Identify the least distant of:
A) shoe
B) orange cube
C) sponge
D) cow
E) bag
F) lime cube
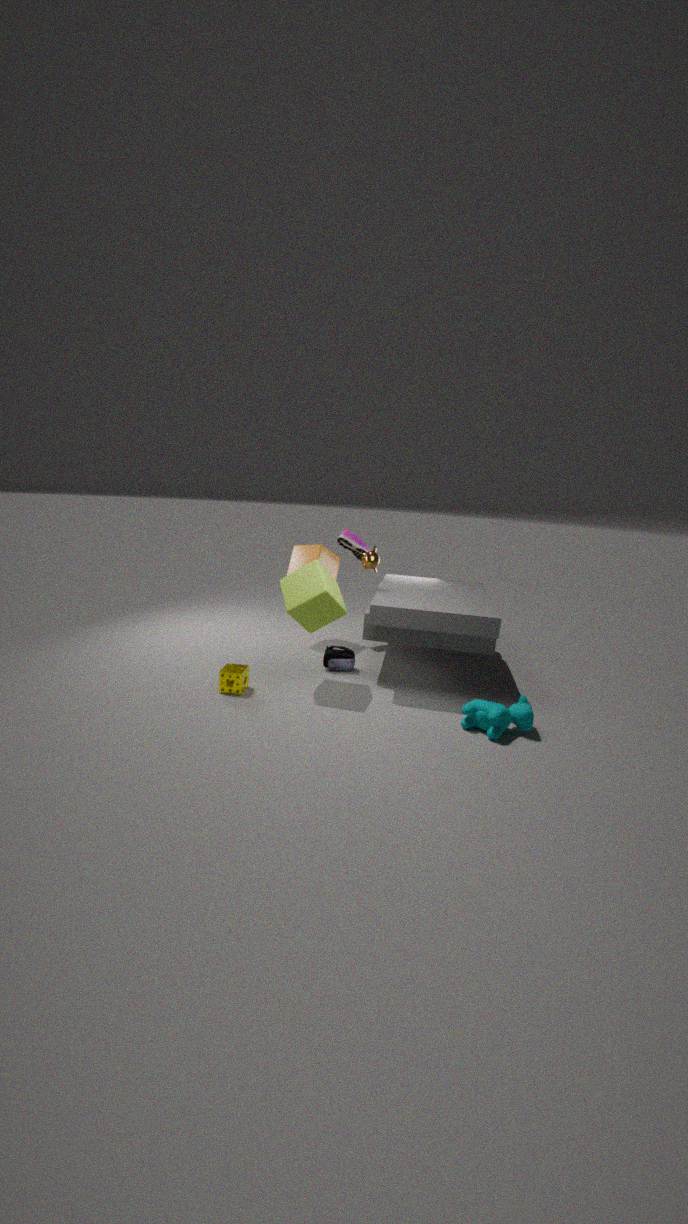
cow
